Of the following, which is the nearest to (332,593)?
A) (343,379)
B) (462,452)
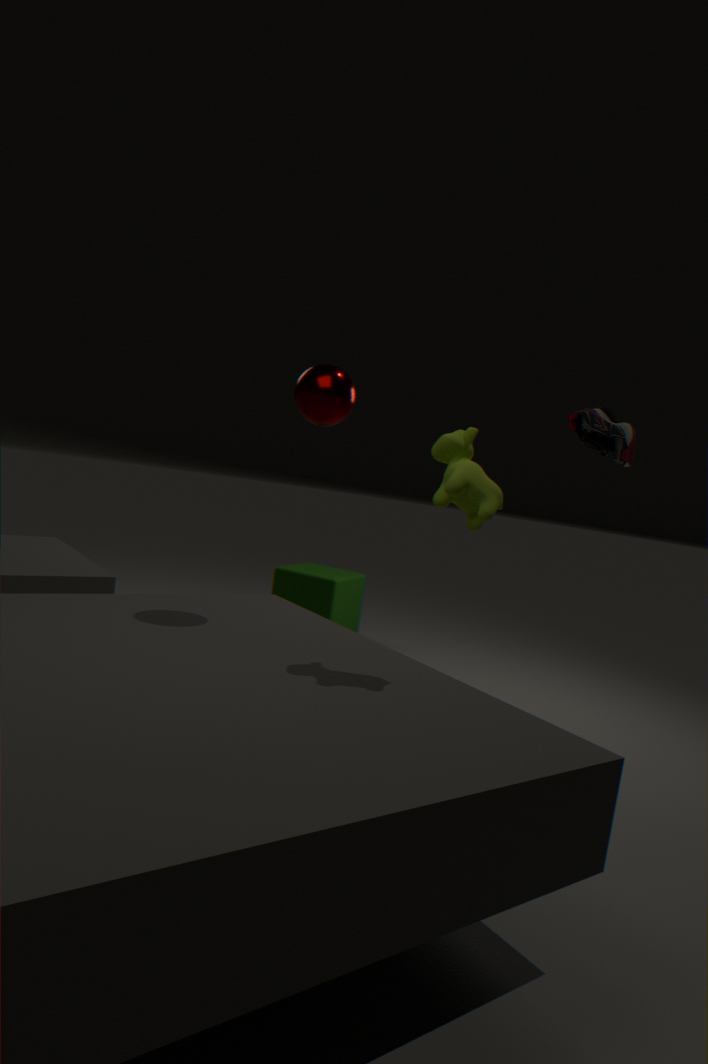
(343,379)
